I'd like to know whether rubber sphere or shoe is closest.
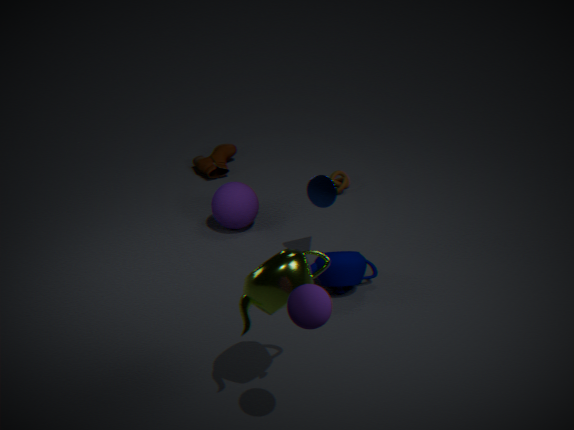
rubber sphere
